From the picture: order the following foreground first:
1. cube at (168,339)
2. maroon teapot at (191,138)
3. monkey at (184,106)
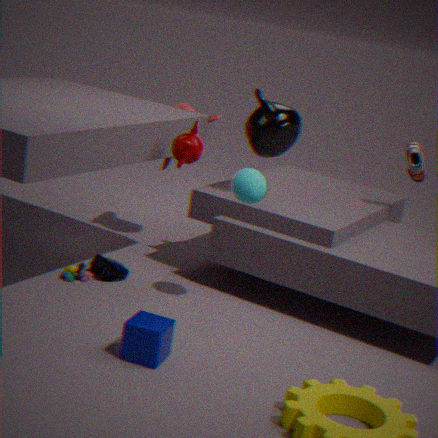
cube at (168,339), maroon teapot at (191,138), monkey at (184,106)
